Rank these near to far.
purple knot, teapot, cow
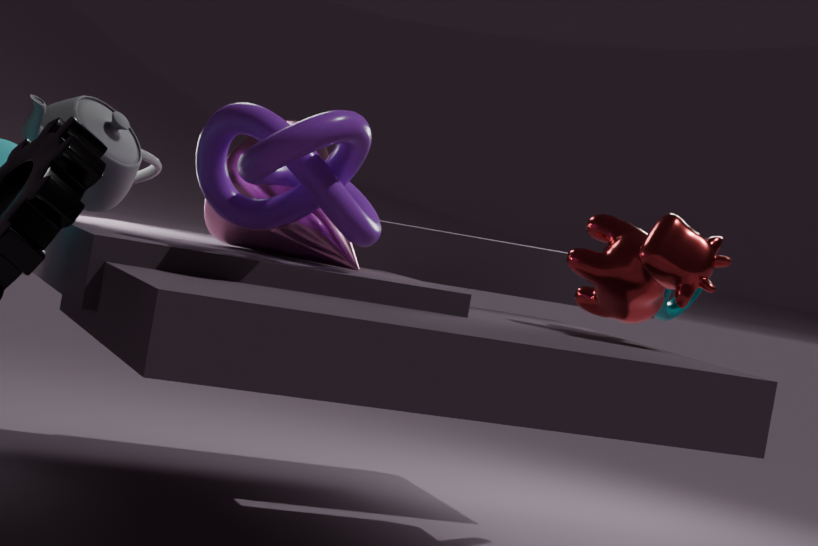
purple knot < cow < teapot
